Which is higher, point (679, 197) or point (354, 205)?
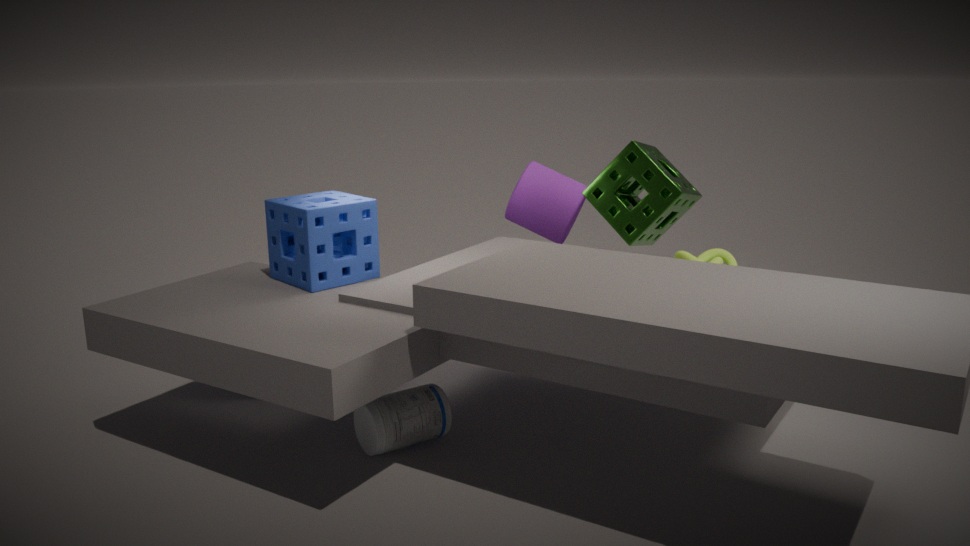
point (679, 197)
